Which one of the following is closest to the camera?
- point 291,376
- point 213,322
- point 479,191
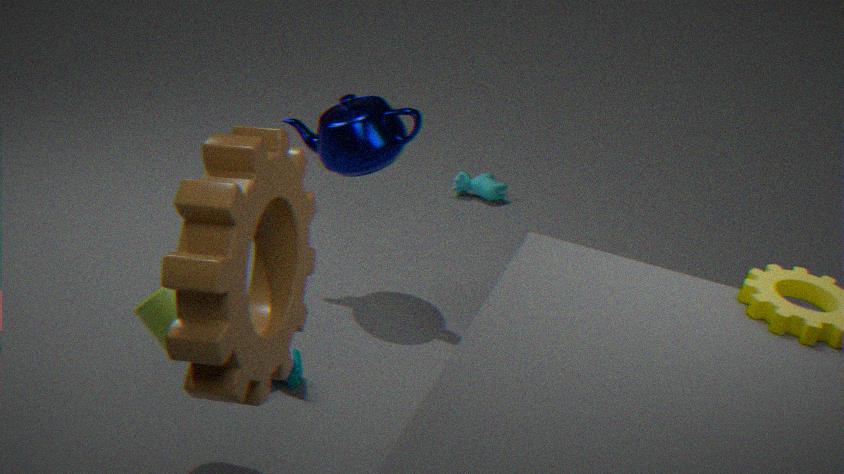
point 213,322
